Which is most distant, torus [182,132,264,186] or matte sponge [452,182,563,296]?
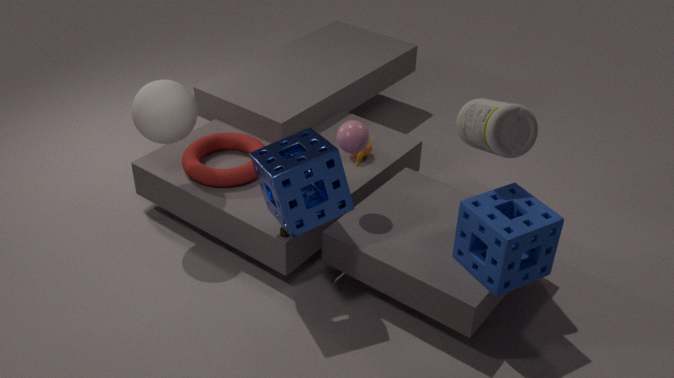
torus [182,132,264,186]
